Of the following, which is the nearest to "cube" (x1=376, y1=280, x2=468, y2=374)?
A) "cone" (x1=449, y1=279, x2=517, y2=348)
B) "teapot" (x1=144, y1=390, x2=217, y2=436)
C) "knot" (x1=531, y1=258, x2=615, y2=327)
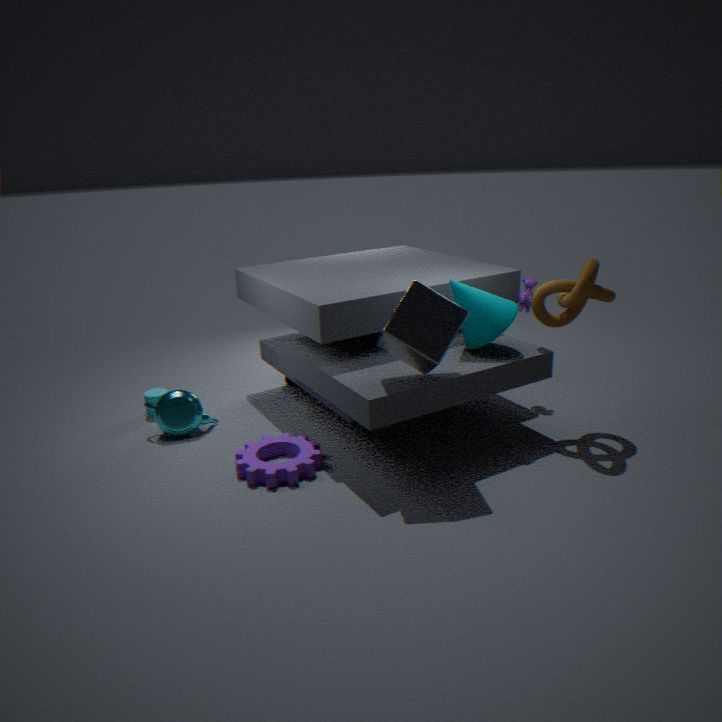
"cone" (x1=449, y1=279, x2=517, y2=348)
